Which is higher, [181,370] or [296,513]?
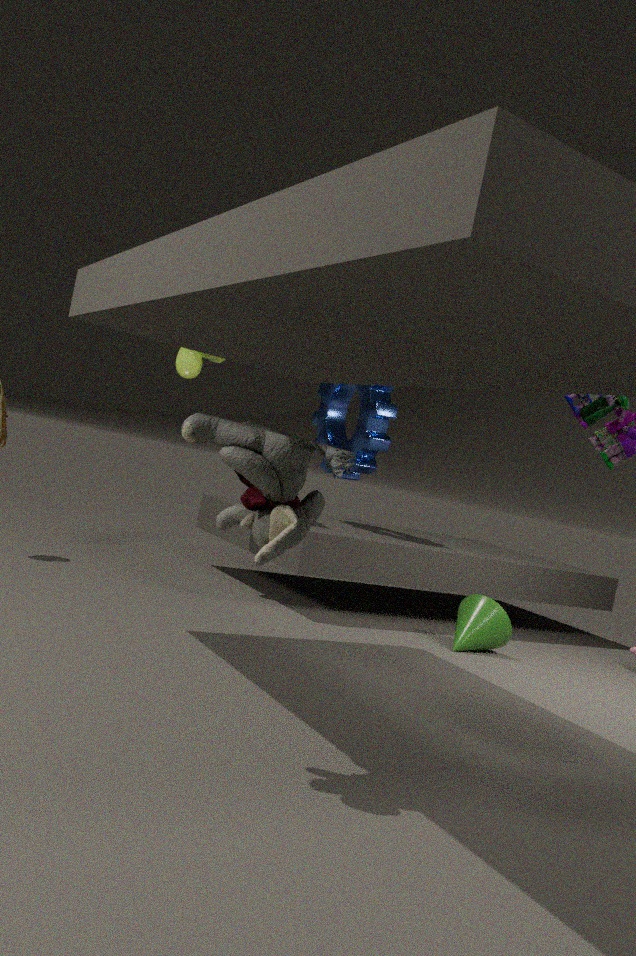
[181,370]
